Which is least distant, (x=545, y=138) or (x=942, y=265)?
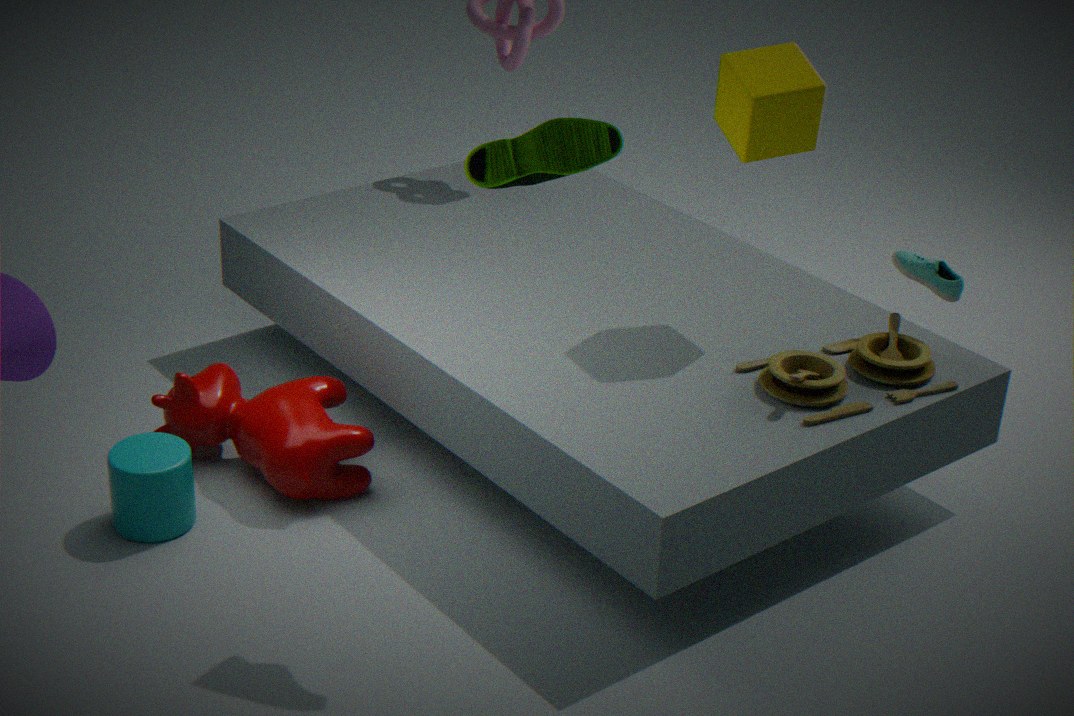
(x=545, y=138)
